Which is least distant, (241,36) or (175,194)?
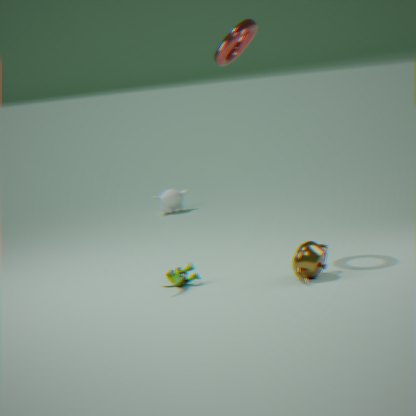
(241,36)
